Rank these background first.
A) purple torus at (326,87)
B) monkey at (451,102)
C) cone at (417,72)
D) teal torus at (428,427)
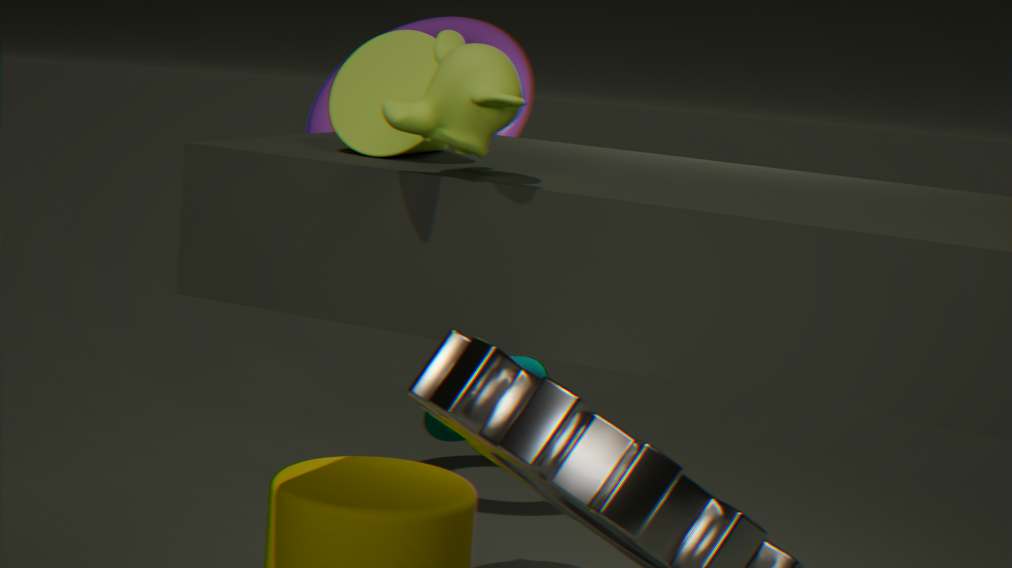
purple torus at (326,87)
teal torus at (428,427)
cone at (417,72)
monkey at (451,102)
